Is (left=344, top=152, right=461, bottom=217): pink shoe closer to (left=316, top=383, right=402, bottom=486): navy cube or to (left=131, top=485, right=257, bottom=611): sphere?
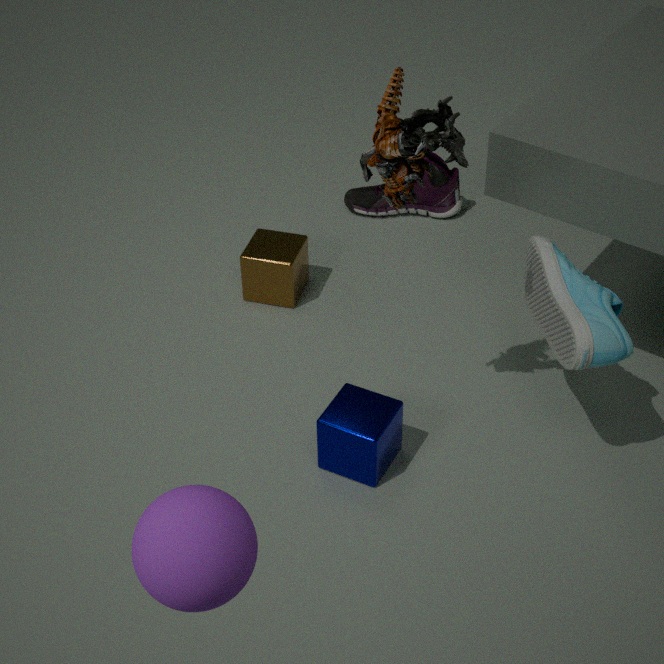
(left=316, top=383, right=402, bottom=486): navy cube
